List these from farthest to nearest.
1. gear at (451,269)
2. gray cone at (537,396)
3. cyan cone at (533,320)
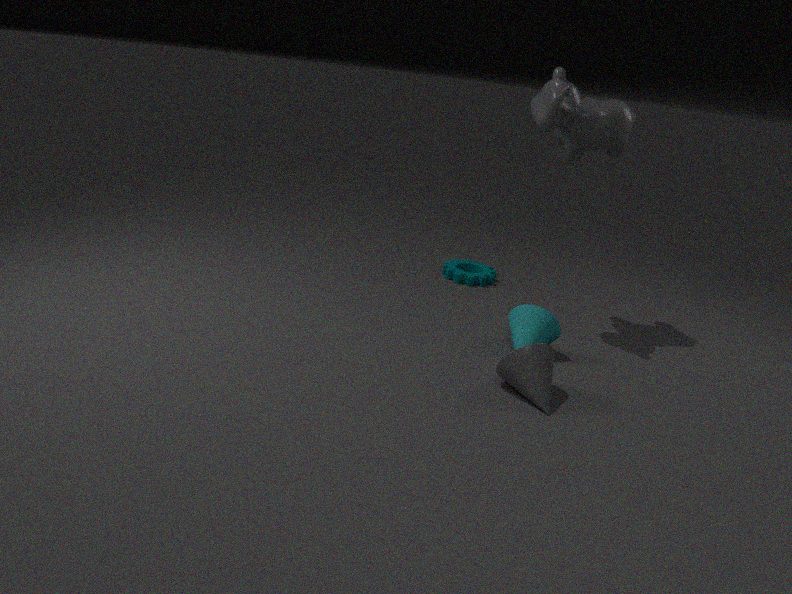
1. gear at (451,269)
2. cyan cone at (533,320)
3. gray cone at (537,396)
